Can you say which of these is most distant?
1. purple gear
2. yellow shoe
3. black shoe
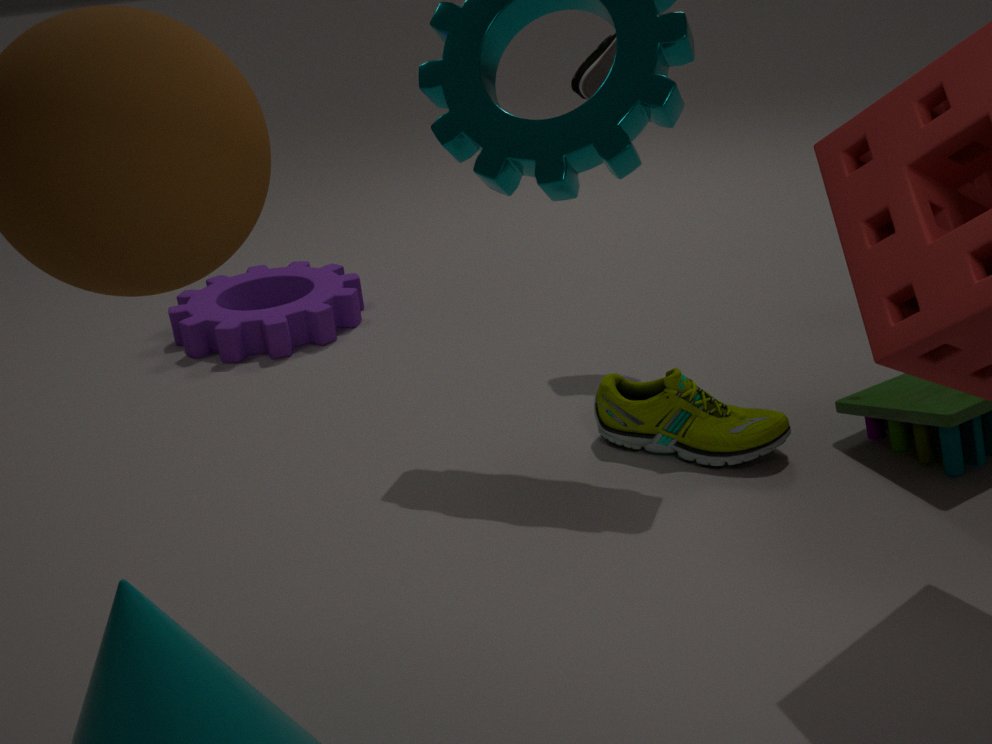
purple gear
